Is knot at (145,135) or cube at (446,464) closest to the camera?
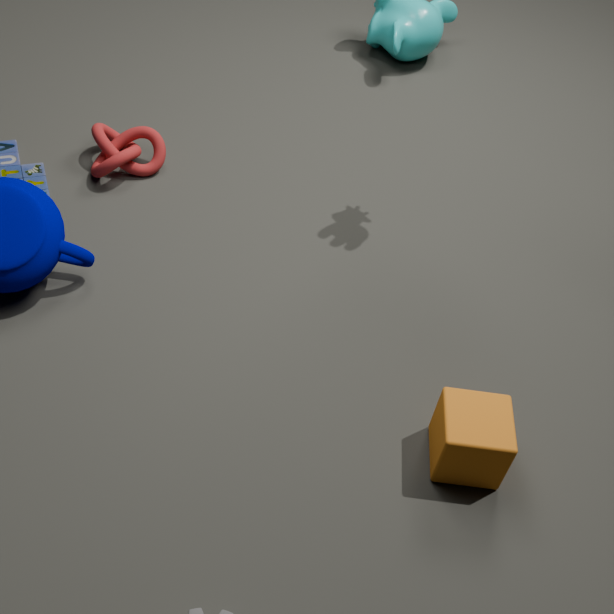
cube at (446,464)
